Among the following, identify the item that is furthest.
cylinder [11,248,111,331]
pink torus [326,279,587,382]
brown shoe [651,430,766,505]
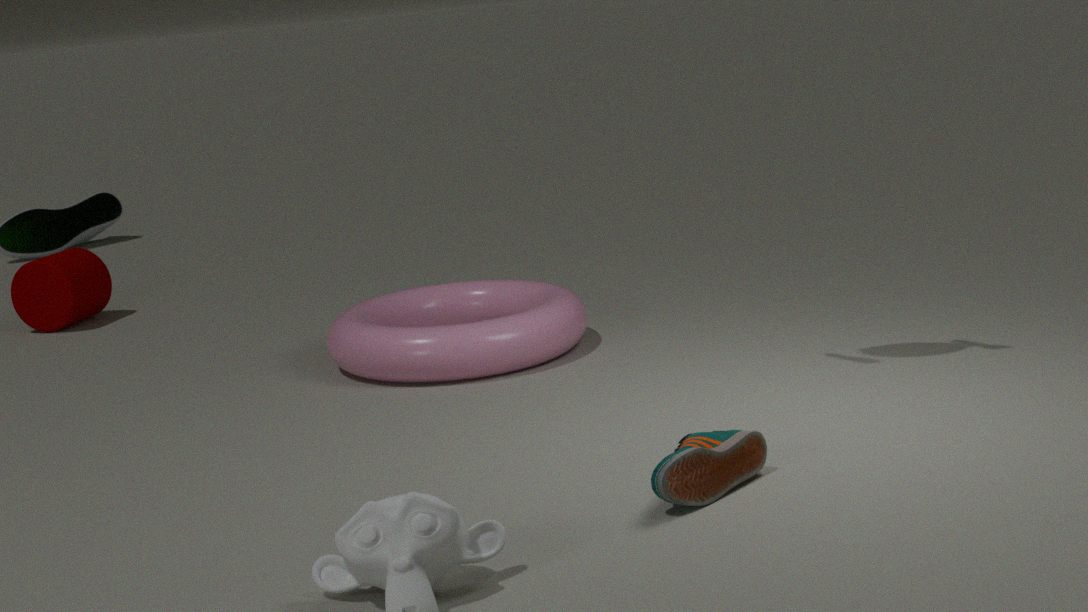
cylinder [11,248,111,331]
